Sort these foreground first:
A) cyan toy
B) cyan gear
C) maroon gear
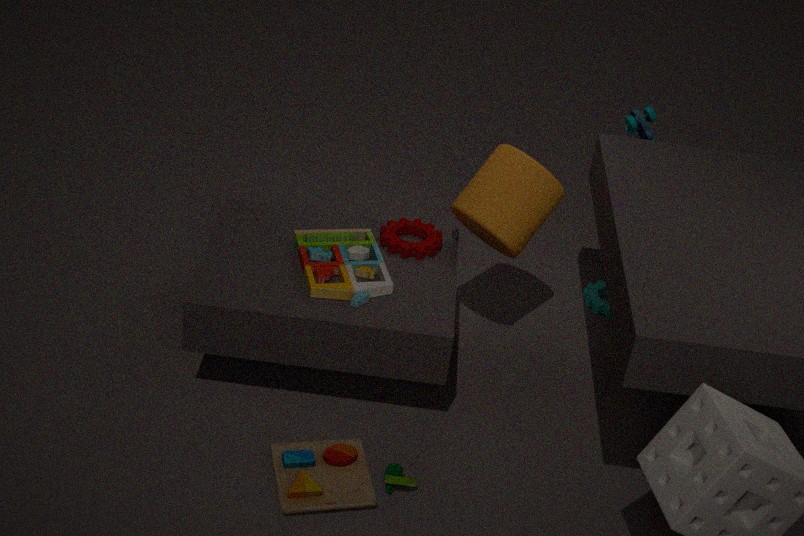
C. maroon gear
A. cyan toy
B. cyan gear
